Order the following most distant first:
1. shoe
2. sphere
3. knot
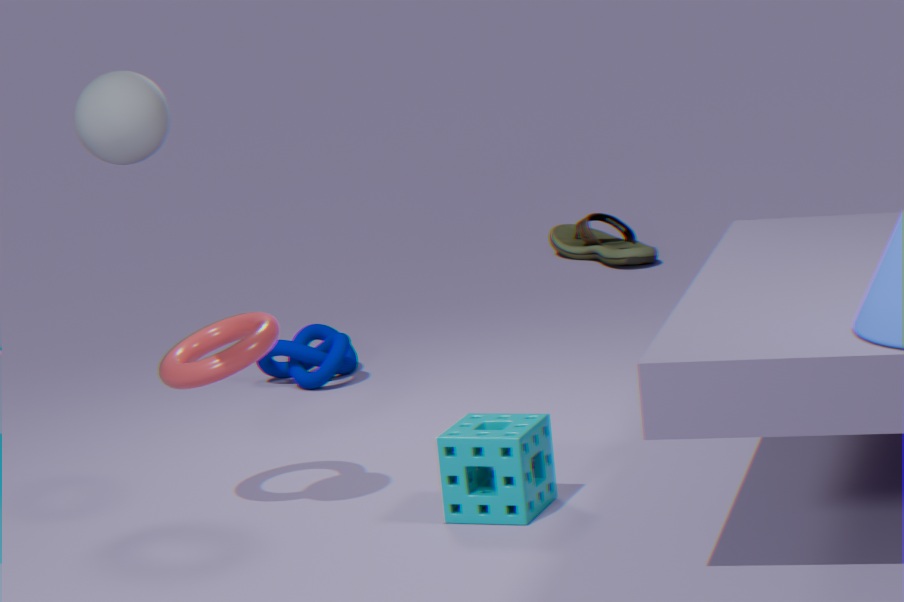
1. shoe
2. knot
3. sphere
